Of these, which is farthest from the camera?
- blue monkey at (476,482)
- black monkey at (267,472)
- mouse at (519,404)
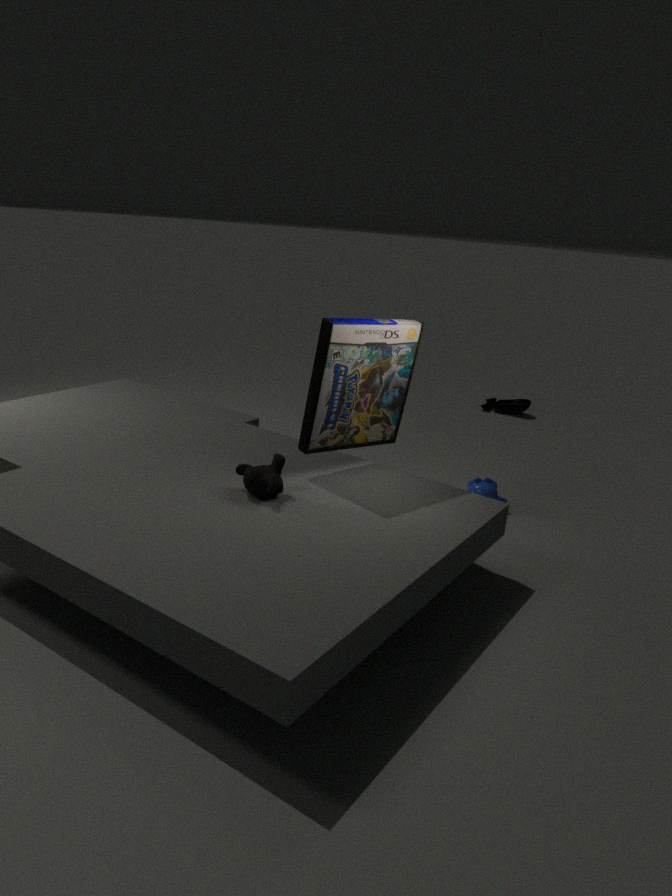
mouse at (519,404)
